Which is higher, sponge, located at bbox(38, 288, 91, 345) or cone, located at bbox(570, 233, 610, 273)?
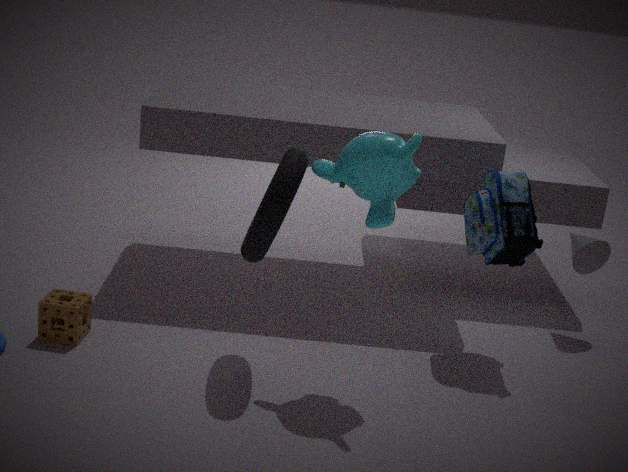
cone, located at bbox(570, 233, 610, 273)
